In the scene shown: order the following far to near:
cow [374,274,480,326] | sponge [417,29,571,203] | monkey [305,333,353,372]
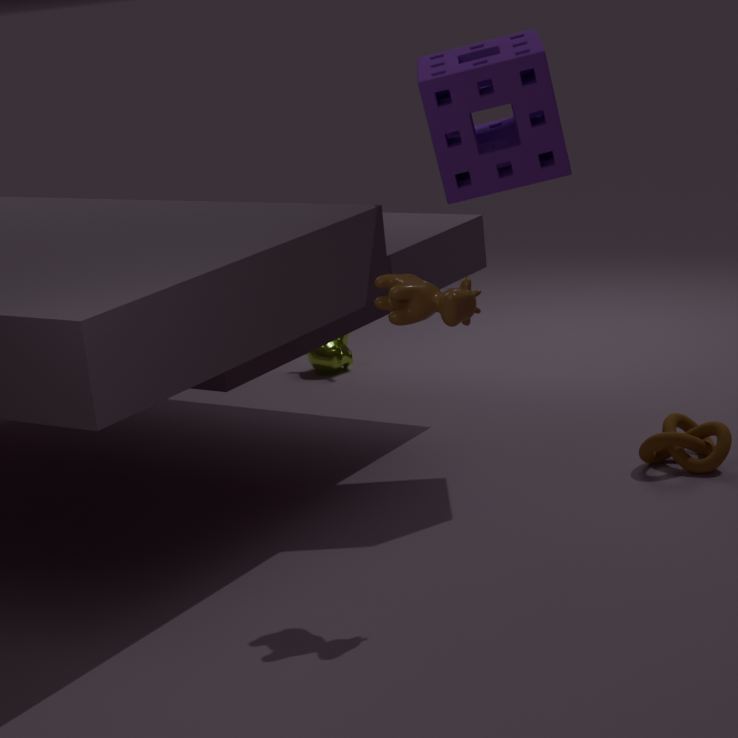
1. monkey [305,333,353,372]
2. sponge [417,29,571,203]
3. cow [374,274,480,326]
